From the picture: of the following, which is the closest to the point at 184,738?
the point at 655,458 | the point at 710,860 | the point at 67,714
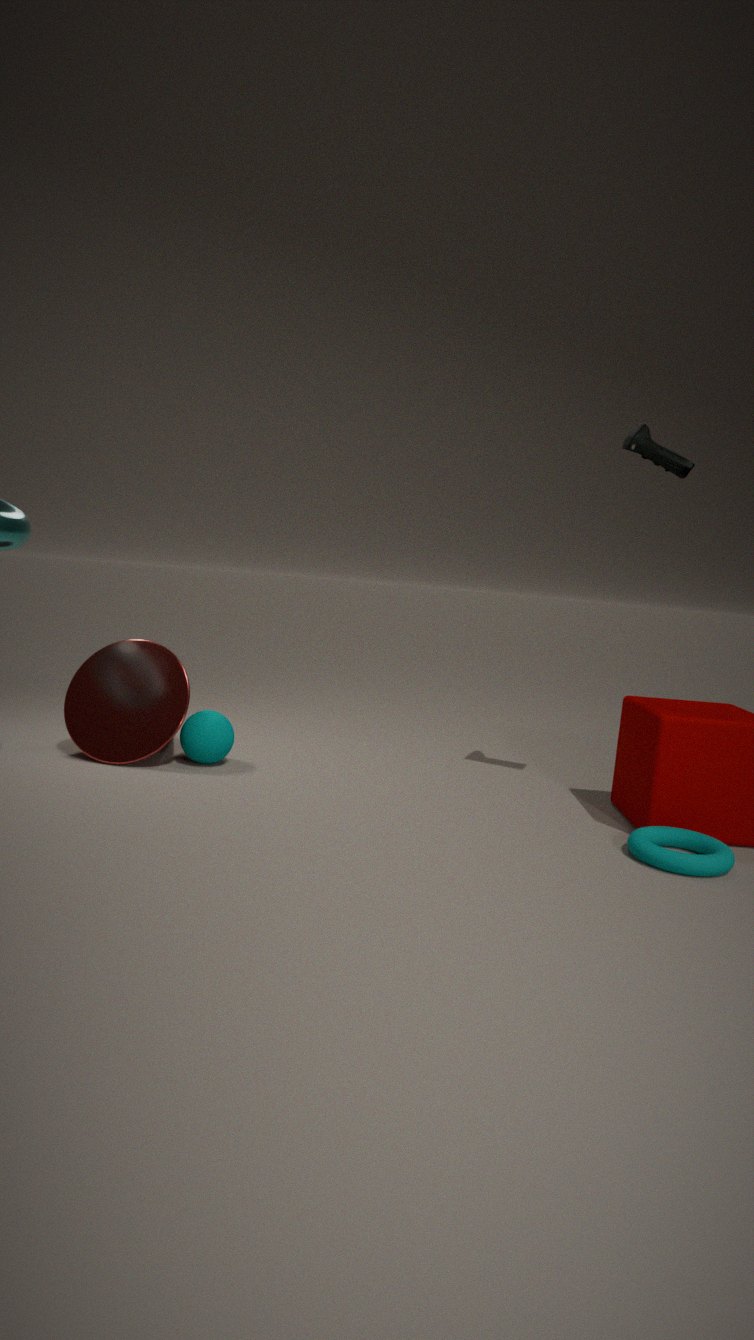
the point at 67,714
